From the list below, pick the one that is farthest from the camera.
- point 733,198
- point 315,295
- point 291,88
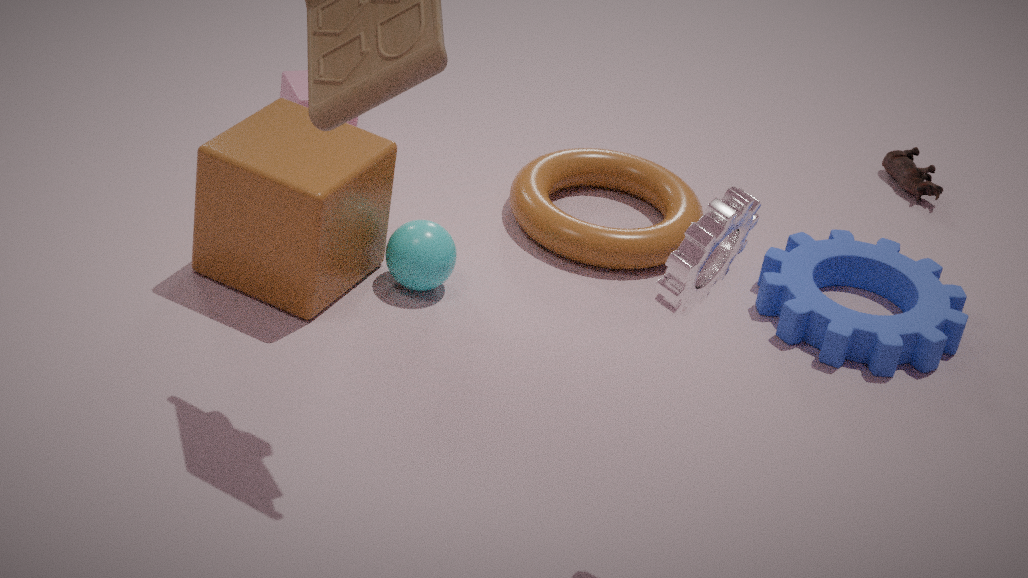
point 291,88
